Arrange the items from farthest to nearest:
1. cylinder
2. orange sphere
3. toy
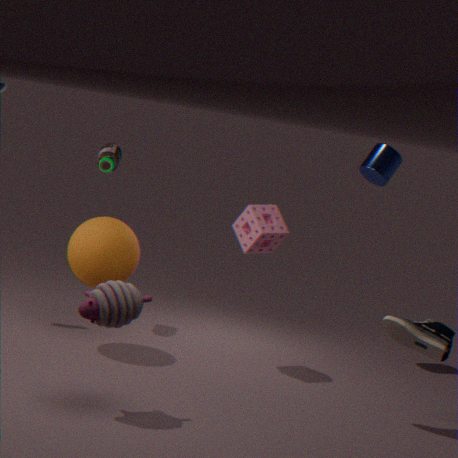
cylinder, orange sphere, toy
